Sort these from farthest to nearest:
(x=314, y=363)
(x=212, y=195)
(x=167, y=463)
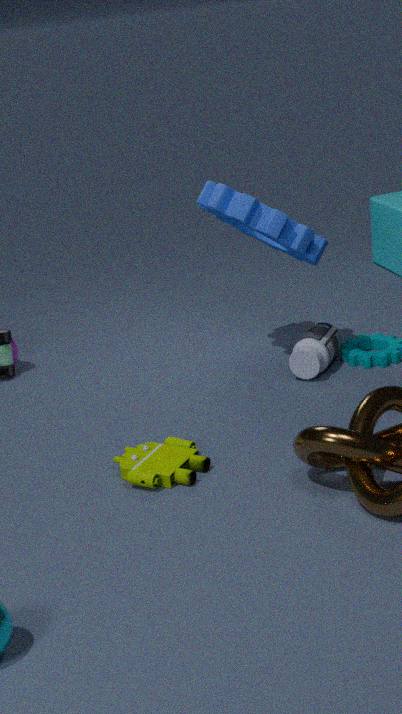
(x=314, y=363) → (x=212, y=195) → (x=167, y=463)
